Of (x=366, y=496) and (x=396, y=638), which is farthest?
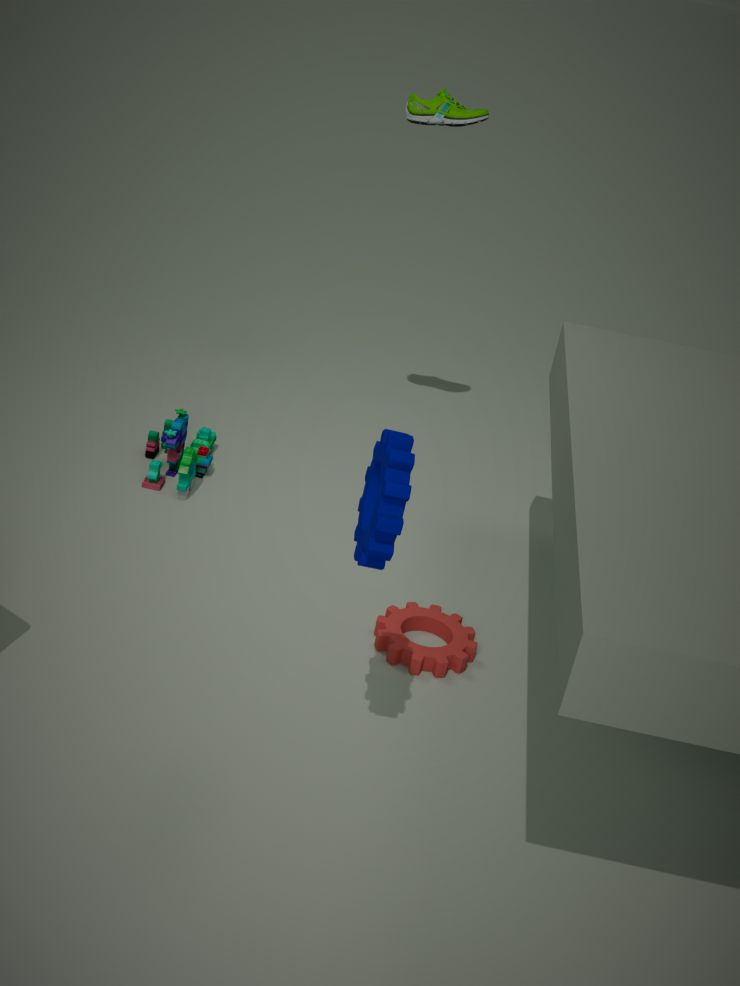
(x=396, y=638)
